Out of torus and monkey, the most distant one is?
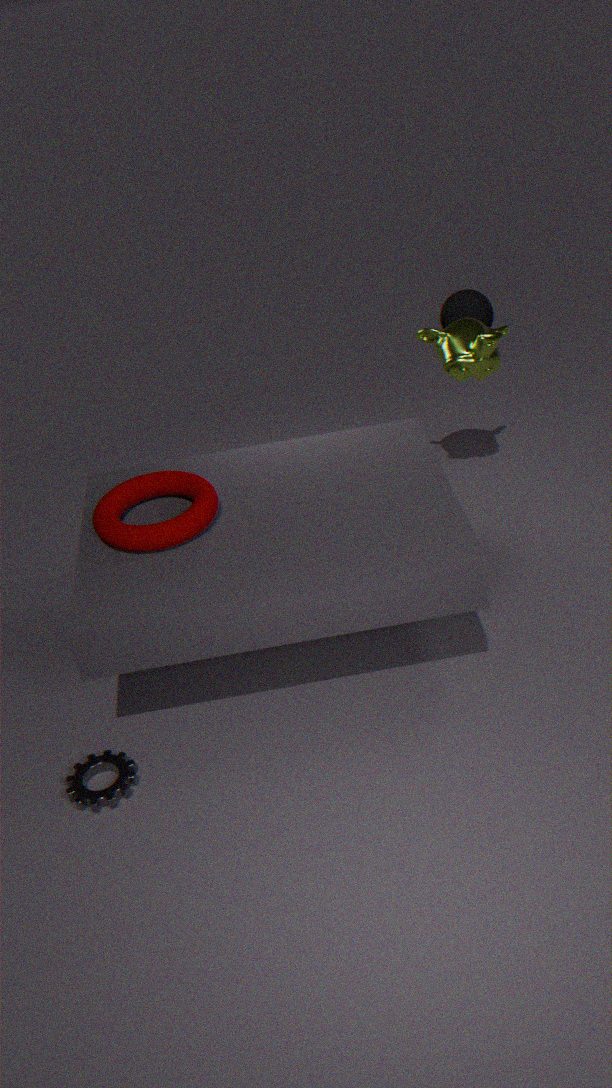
monkey
